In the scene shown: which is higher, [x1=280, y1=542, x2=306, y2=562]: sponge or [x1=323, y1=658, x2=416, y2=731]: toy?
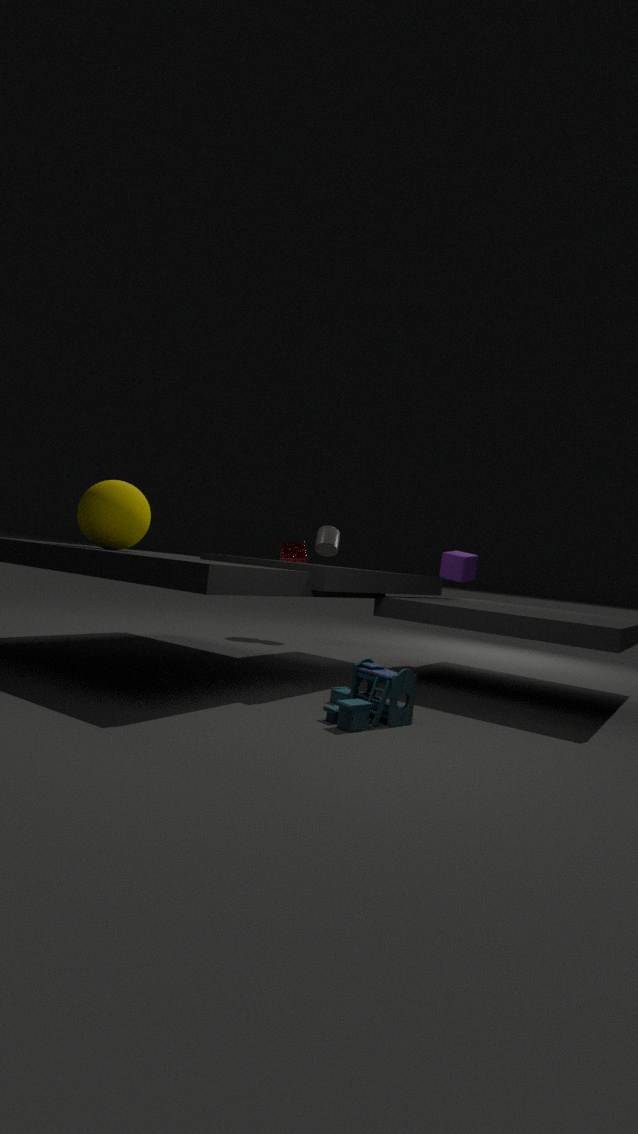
[x1=280, y1=542, x2=306, y2=562]: sponge
